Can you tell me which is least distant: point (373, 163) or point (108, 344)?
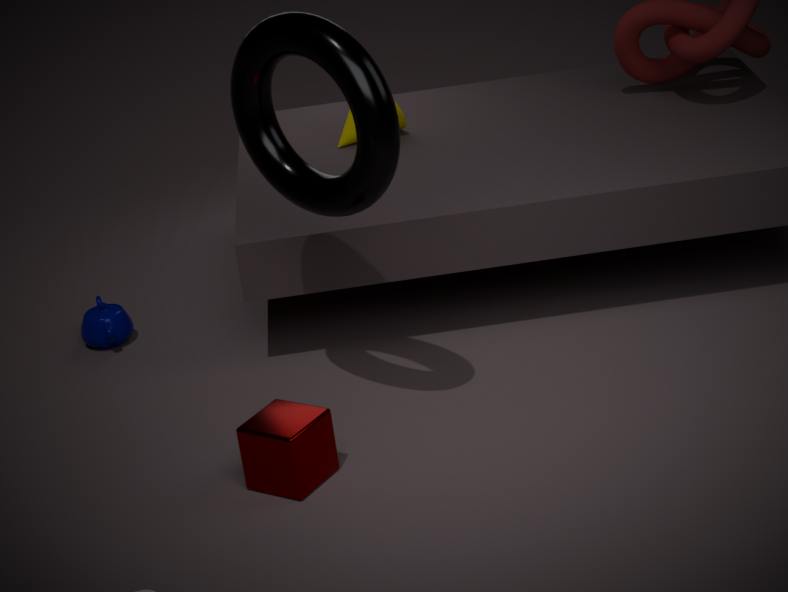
point (373, 163)
